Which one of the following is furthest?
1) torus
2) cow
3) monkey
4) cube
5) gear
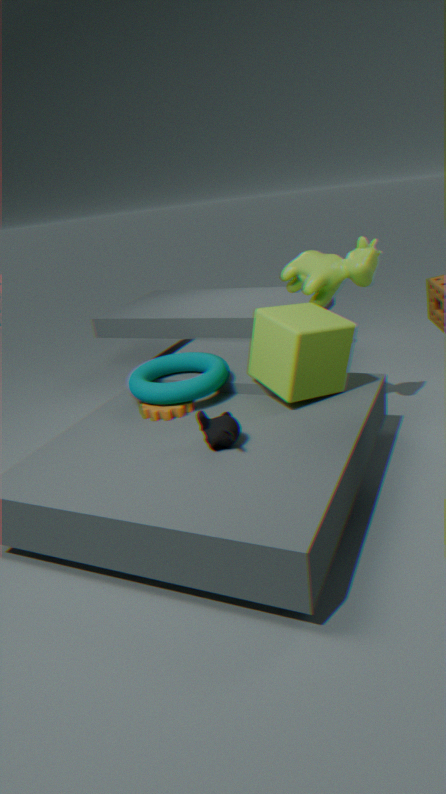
2. cow
